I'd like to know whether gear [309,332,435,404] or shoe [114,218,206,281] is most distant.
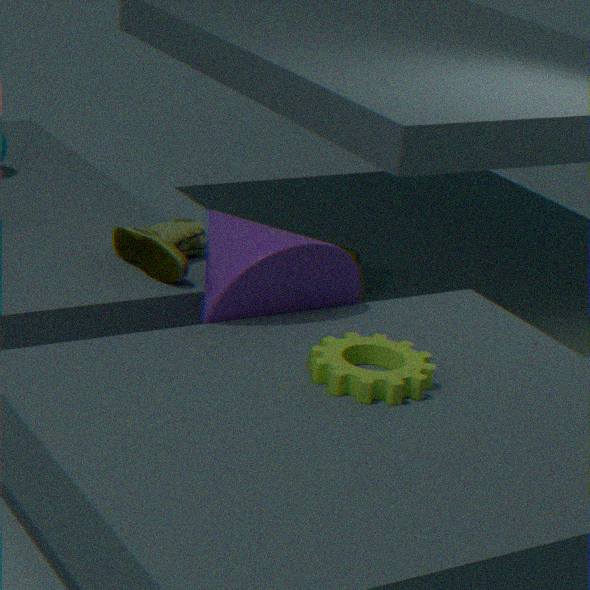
shoe [114,218,206,281]
